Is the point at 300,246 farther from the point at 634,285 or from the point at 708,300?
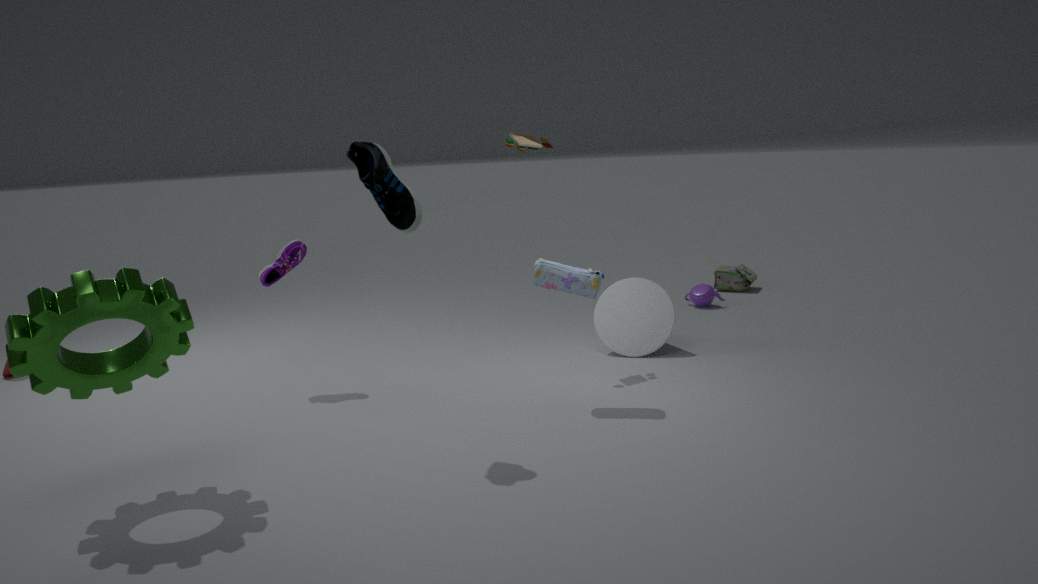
the point at 708,300
